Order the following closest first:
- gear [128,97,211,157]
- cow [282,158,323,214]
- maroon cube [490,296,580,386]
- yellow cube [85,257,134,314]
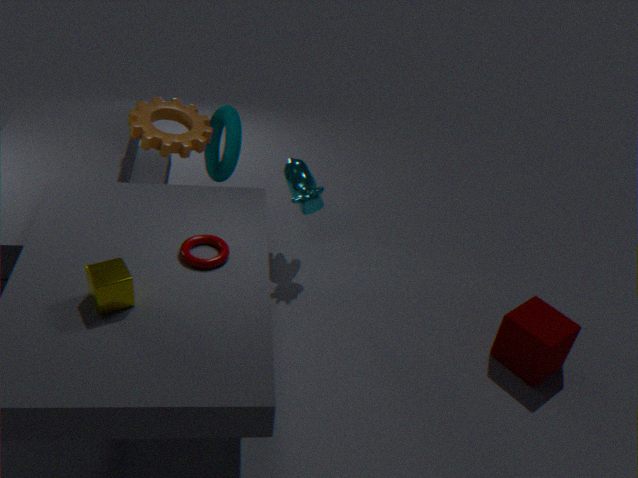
yellow cube [85,257,134,314], maroon cube [490,296,580,386], gear [128,97,211,157], cow [282,158,323,214]
